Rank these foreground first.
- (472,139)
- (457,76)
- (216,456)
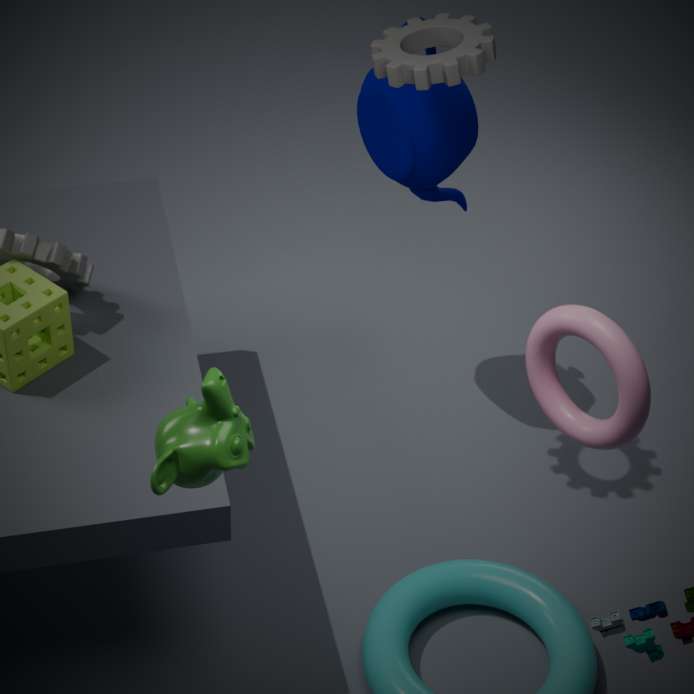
(216,456) → (457,76) → (472,139)
